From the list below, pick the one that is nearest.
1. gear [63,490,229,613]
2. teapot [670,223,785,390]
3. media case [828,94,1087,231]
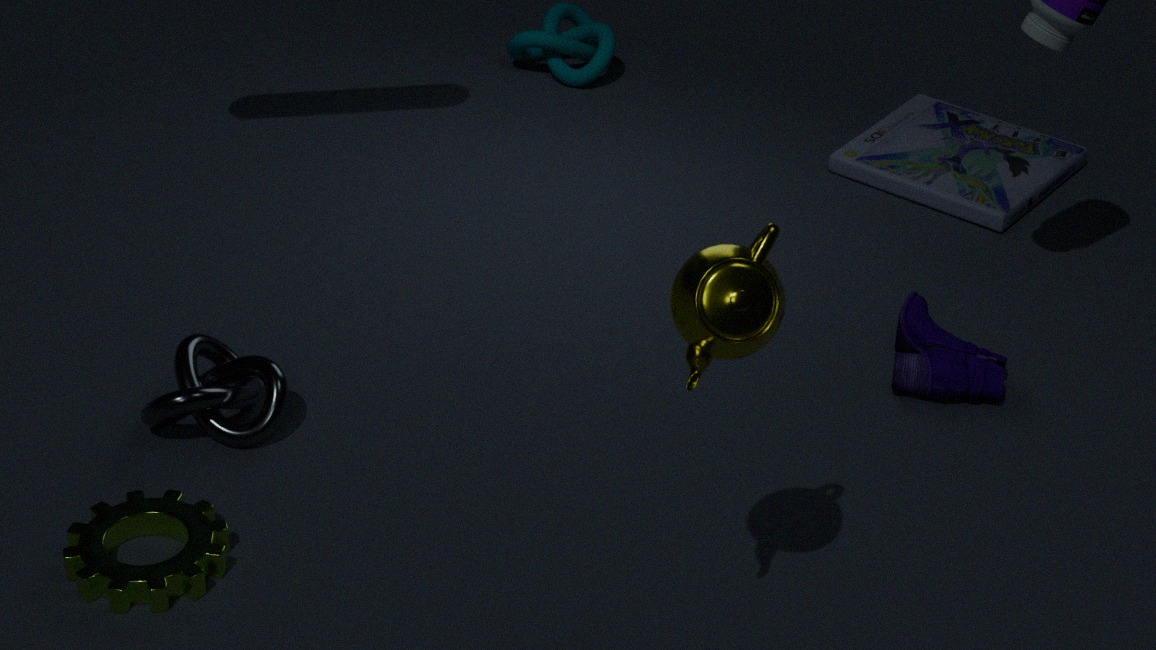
teapot [670,223,785,390]
